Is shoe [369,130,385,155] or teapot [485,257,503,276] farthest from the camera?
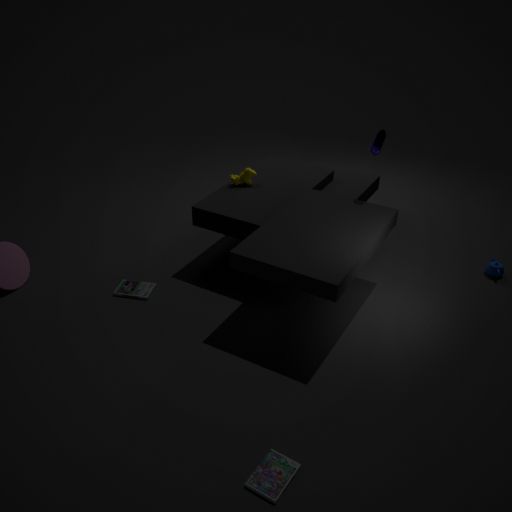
teapot [485,257,503,276]
